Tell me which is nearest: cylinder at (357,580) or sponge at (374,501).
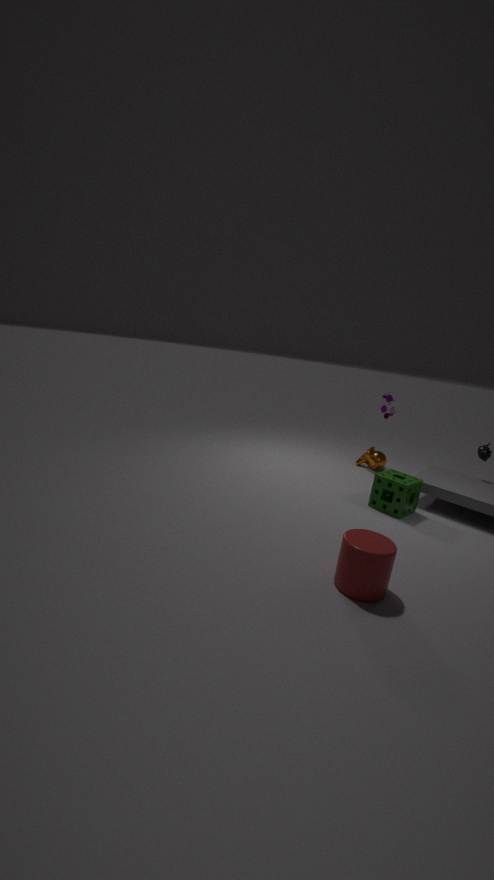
cylinder at (357,580)
